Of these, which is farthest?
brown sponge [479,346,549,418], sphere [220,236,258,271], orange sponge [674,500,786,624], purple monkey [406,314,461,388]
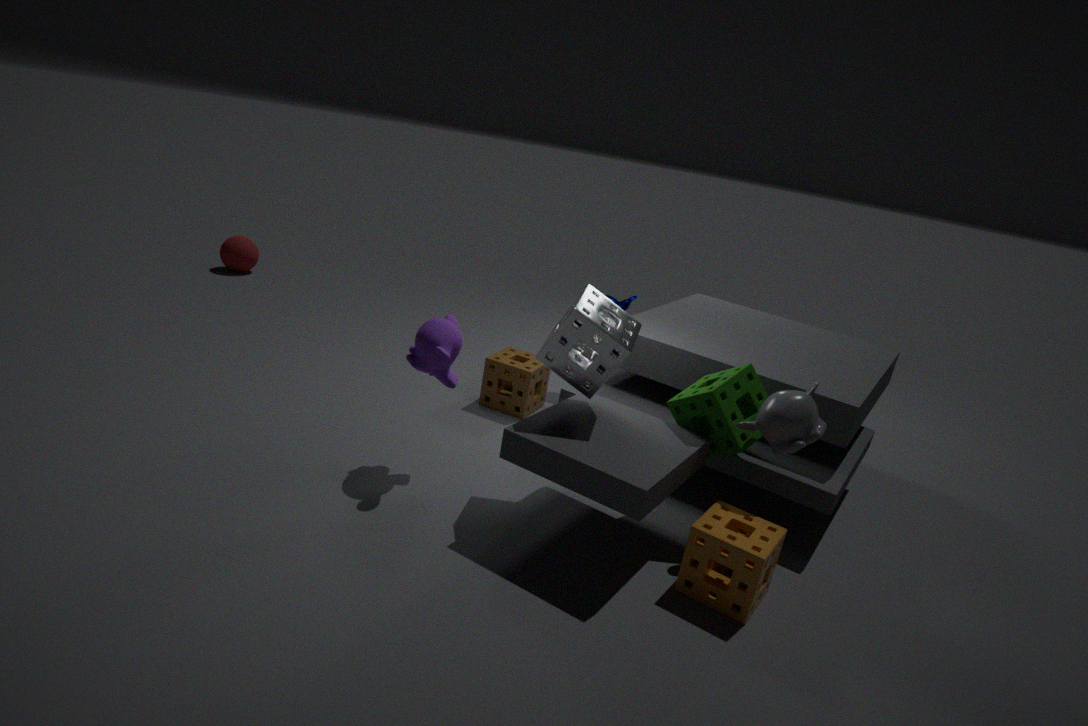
sphere [220,236,258,271]
